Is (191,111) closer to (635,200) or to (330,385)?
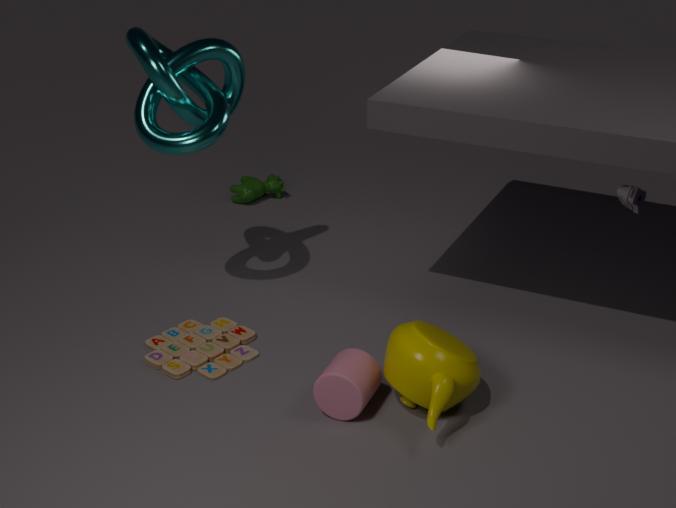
(330,385)
